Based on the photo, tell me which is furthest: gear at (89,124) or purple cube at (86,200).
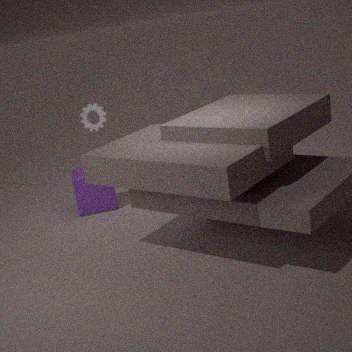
gear at (89,124)
